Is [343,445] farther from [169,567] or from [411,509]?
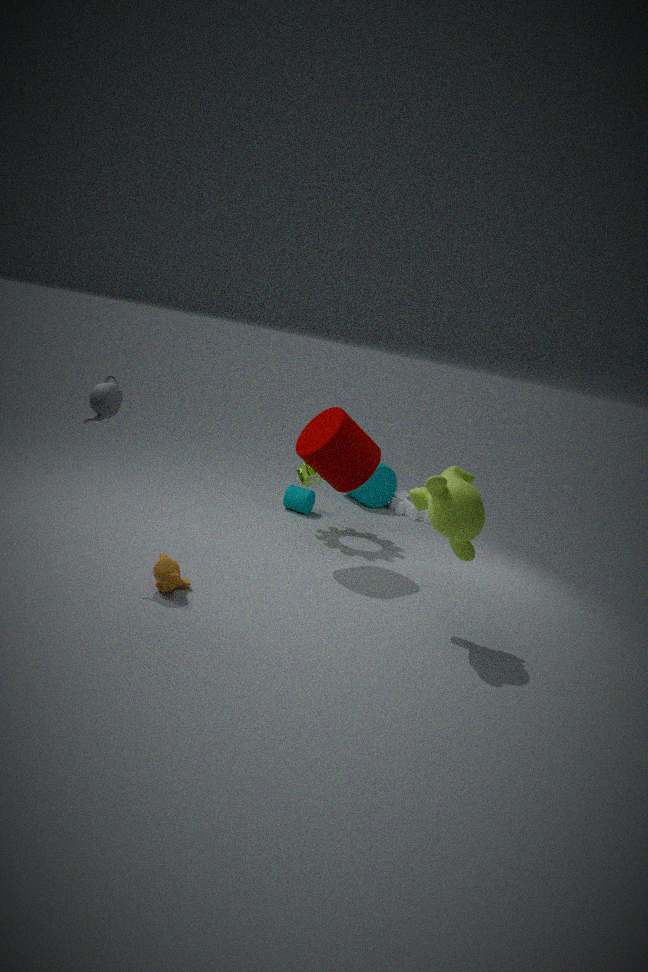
[411,509]
